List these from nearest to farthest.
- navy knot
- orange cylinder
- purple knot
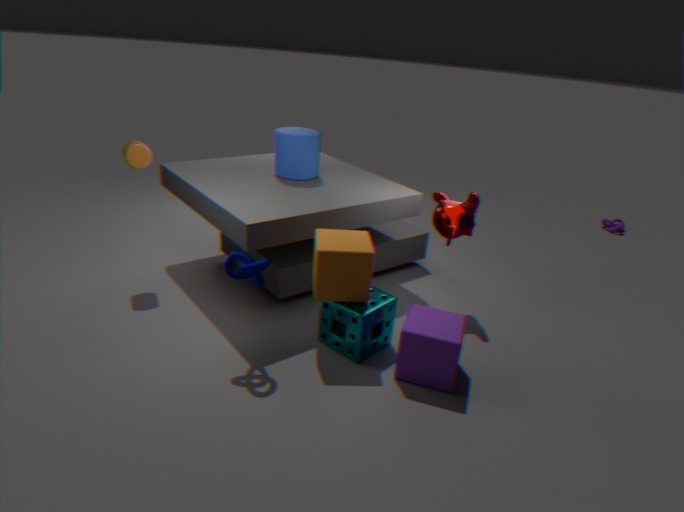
navy knot, orange cylinder, purple knot
